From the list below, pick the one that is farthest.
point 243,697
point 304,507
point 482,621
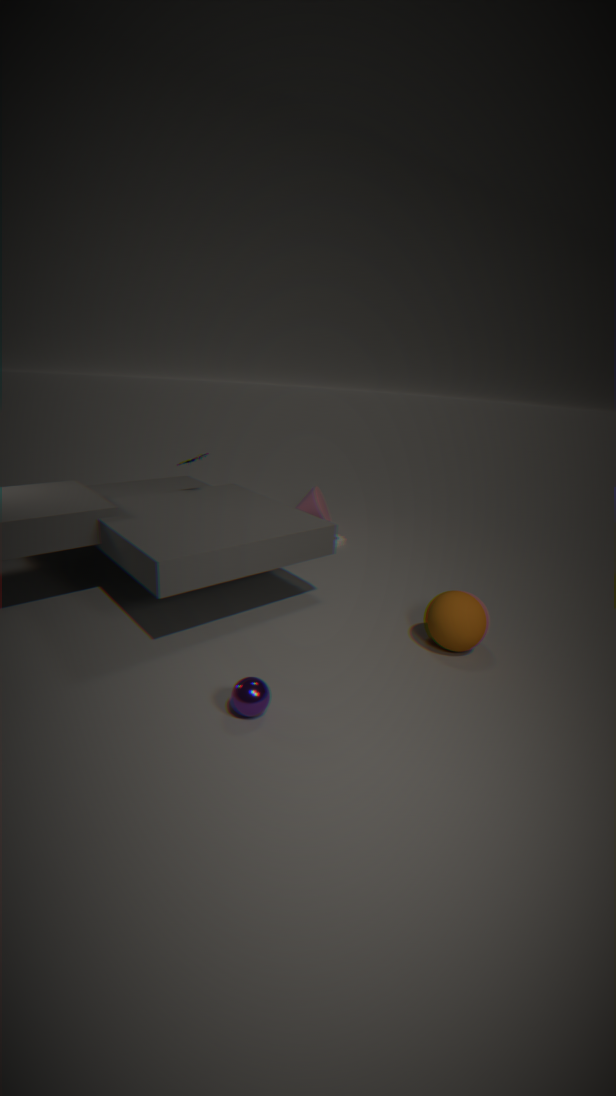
point 304,507
